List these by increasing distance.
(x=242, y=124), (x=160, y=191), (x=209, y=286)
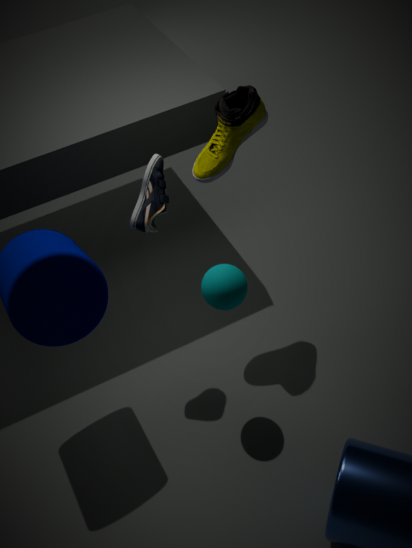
1. (x=209, y=286)
2. (x=160, y=191)
3. (x=242, y=124)
